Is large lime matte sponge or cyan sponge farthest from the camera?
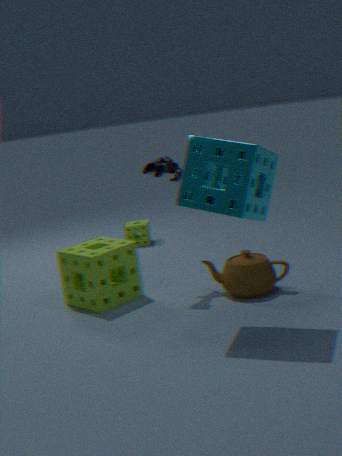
large lime matte sponge
